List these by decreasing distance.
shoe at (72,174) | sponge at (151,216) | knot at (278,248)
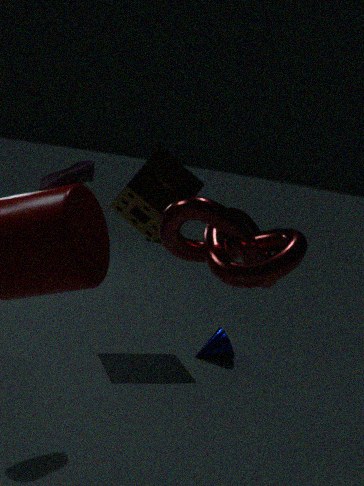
sponge at (151,216)
shoe at (72,174)
knot at (278,248)
